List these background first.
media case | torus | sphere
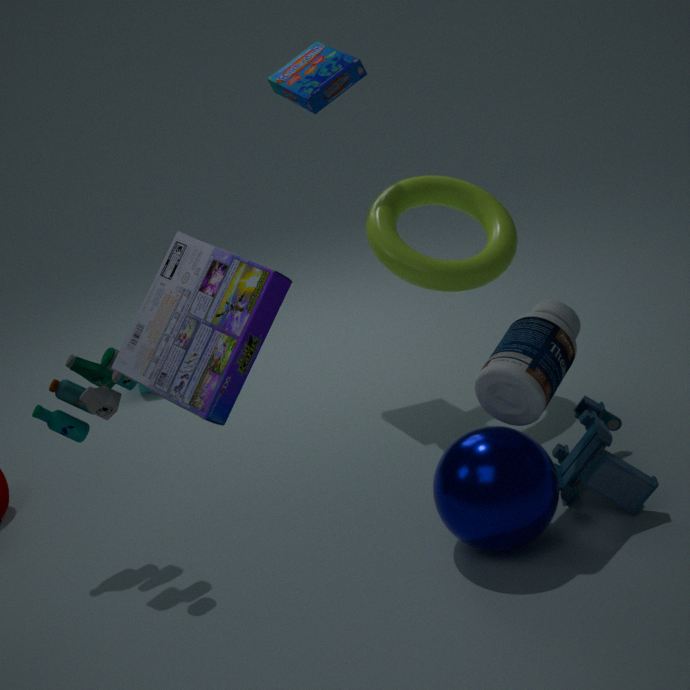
torus, sphere, media case
